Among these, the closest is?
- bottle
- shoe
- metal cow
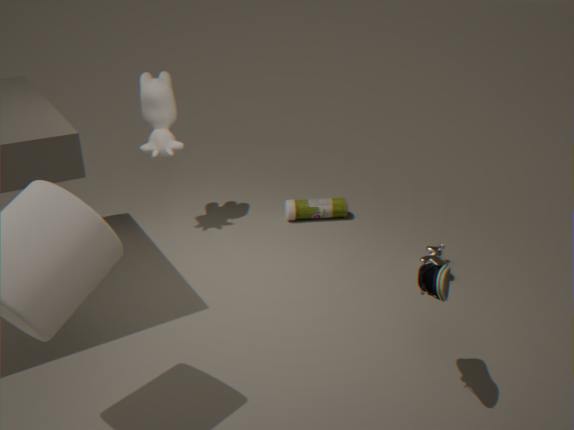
shoe
